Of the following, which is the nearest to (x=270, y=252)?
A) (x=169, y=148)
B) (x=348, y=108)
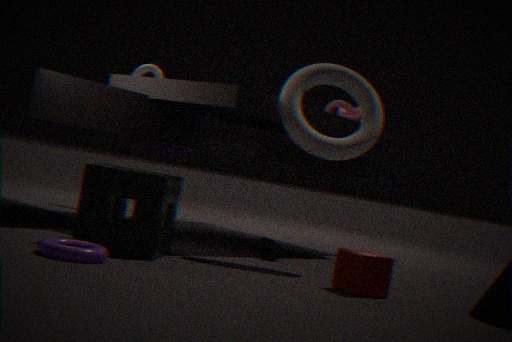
(x=348, y=108)
